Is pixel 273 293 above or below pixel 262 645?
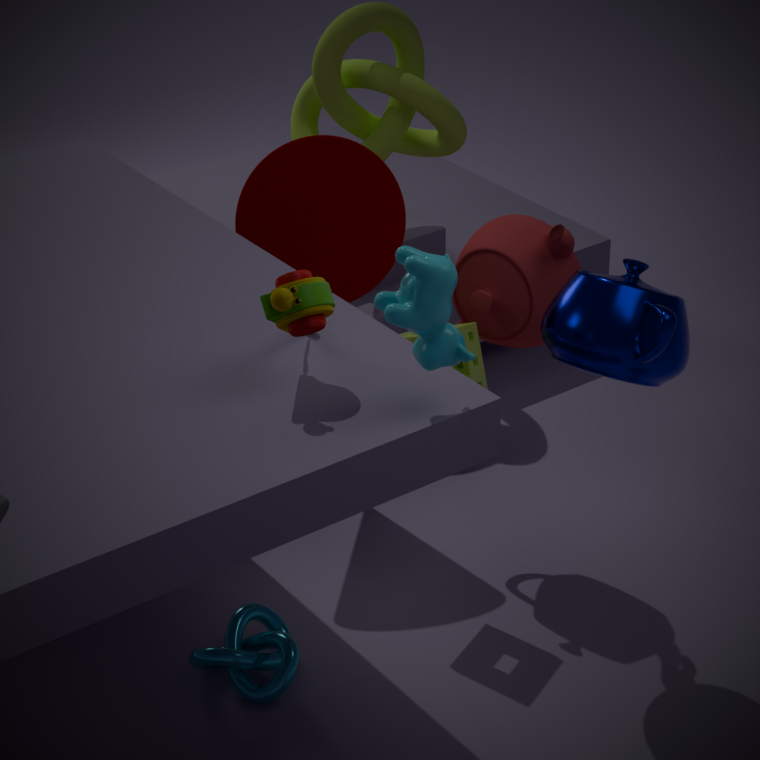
above
